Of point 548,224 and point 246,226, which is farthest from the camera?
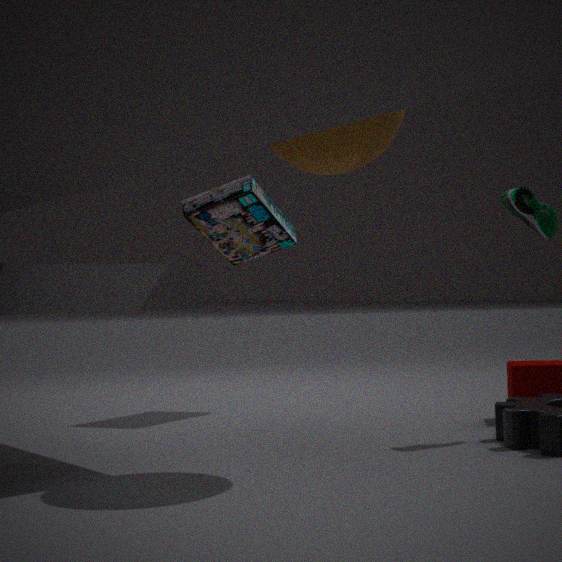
point 246,226
